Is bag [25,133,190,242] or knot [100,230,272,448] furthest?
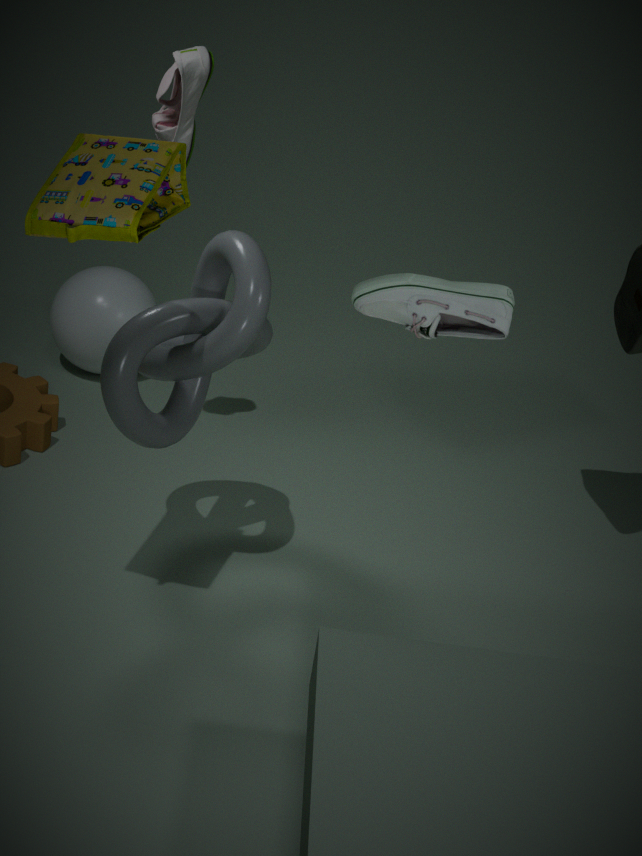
knot [100,230,272,448]
